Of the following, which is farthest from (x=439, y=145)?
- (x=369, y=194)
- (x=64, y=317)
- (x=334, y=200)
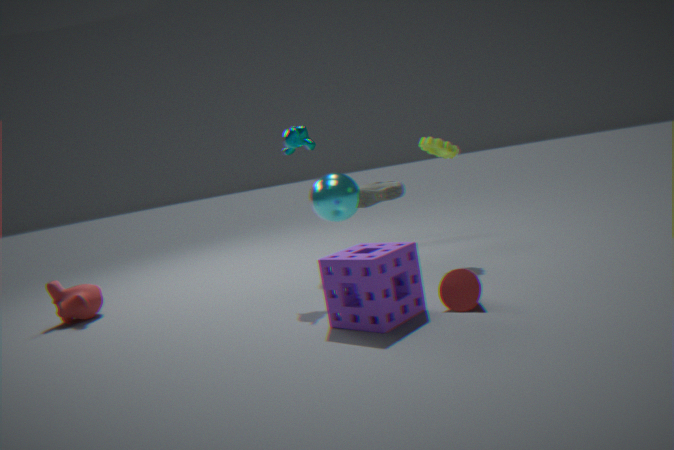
(x=64, y=317)
